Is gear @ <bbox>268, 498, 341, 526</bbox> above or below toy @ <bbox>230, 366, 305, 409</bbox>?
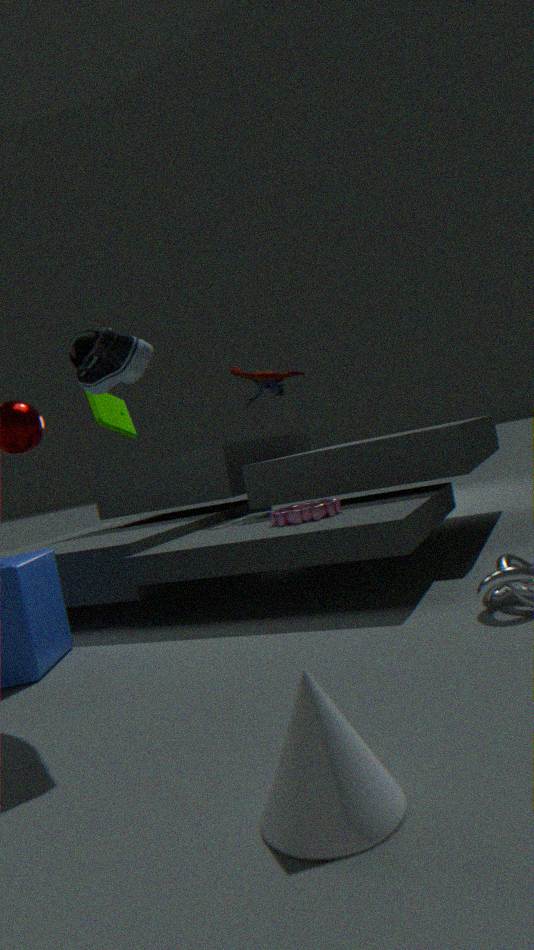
below
